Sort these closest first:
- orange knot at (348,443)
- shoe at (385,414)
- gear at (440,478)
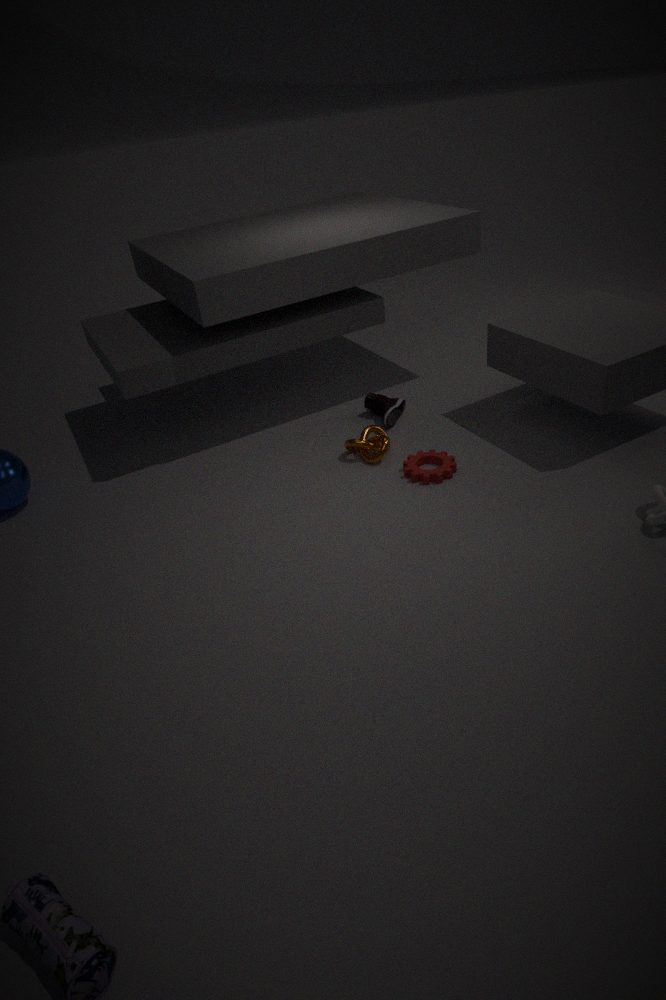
1. gear at (440,478)
2. orange knot at (348,443)
3. shoe at (385,414)
